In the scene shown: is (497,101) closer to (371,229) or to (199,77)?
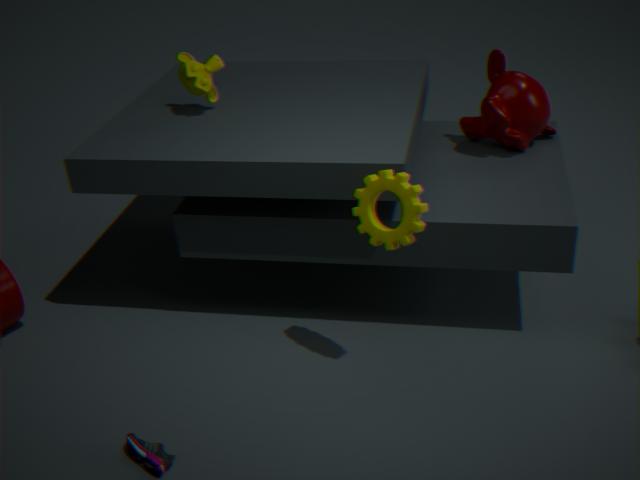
(371,229)
